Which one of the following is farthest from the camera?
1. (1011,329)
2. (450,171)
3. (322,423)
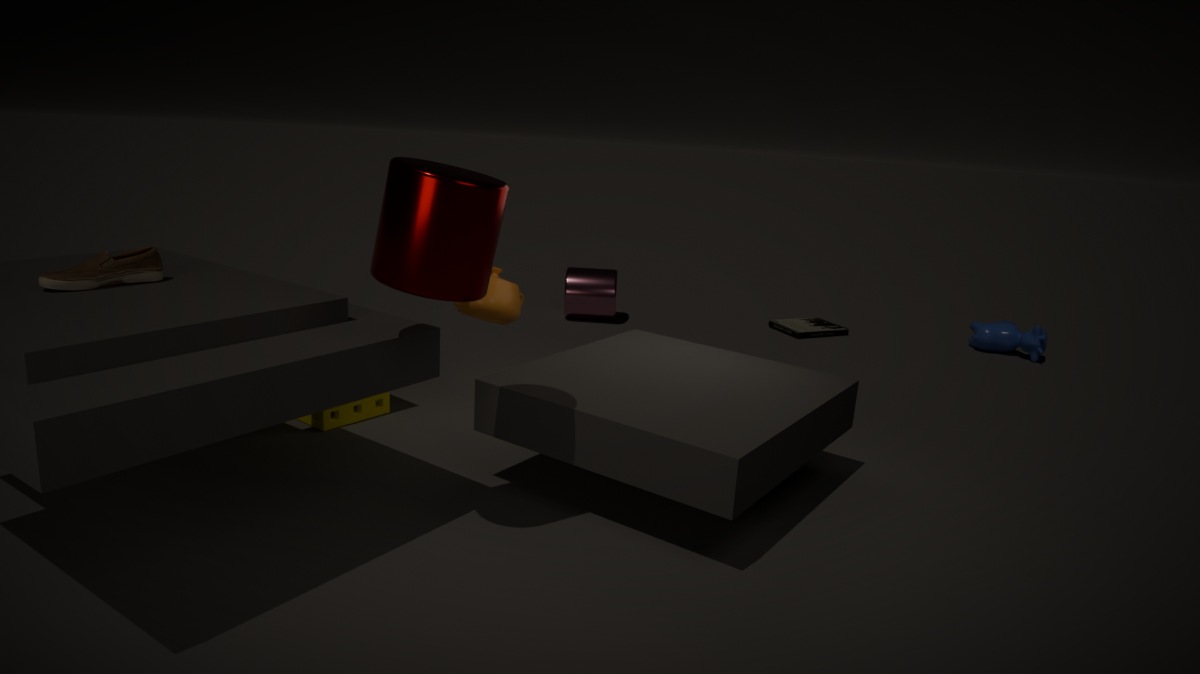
(1011,329)
